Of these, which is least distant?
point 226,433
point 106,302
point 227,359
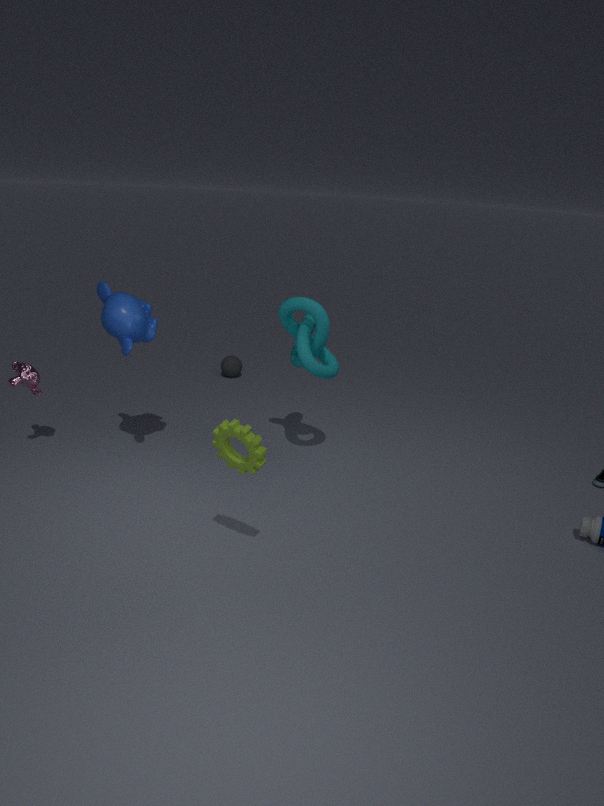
point 226,433
